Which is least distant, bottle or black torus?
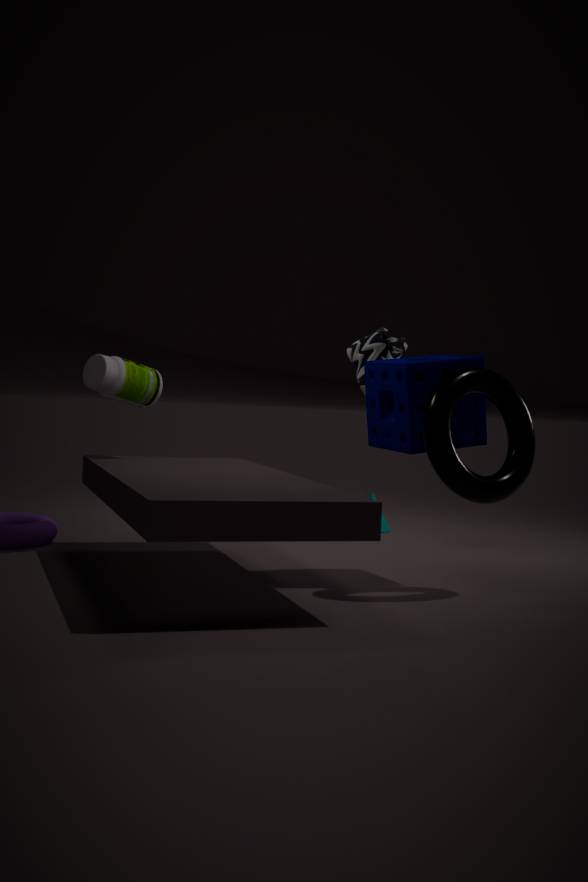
black torus
